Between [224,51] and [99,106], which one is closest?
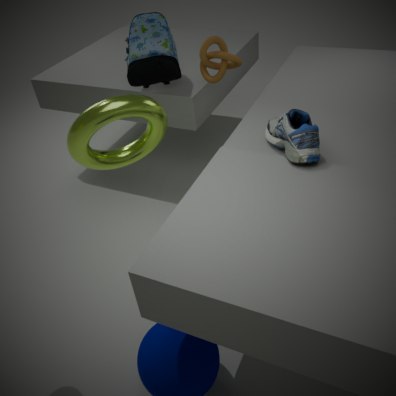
[99,106]
